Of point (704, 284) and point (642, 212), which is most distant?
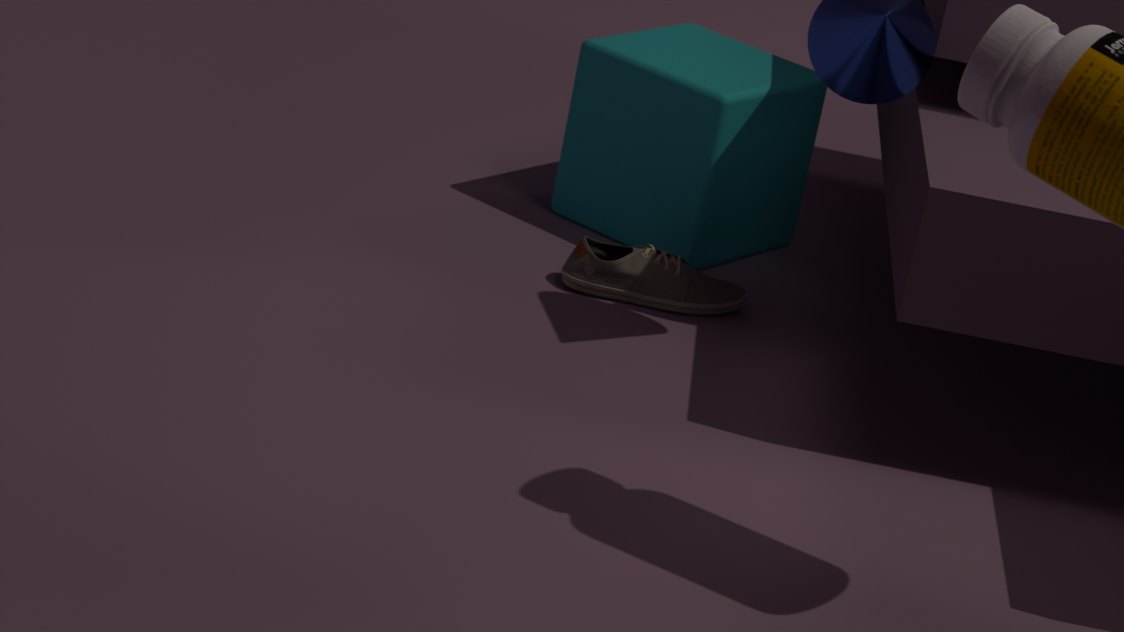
point (642, 212)
